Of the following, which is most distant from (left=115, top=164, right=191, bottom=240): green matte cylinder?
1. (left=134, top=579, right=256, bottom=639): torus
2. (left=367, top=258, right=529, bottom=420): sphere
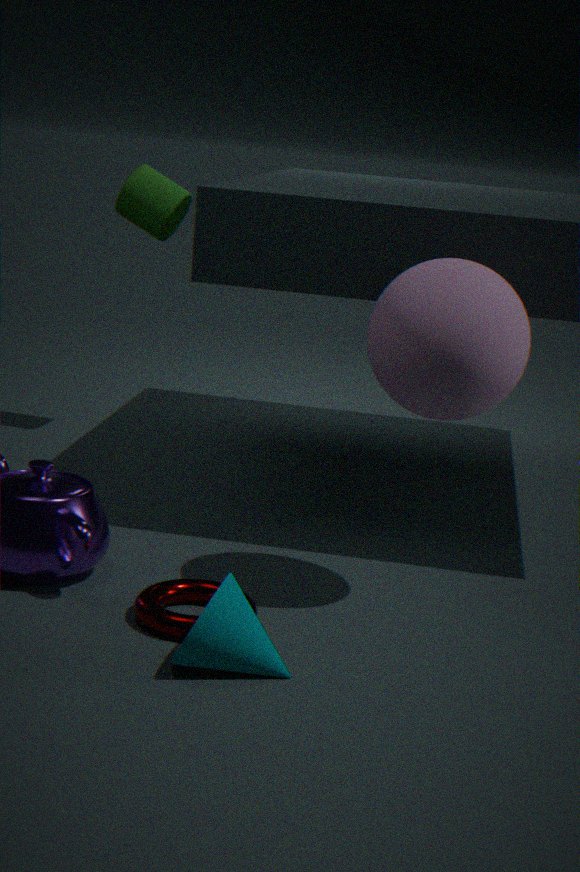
(left=134, top=579, right=256, bottom=639): torus
